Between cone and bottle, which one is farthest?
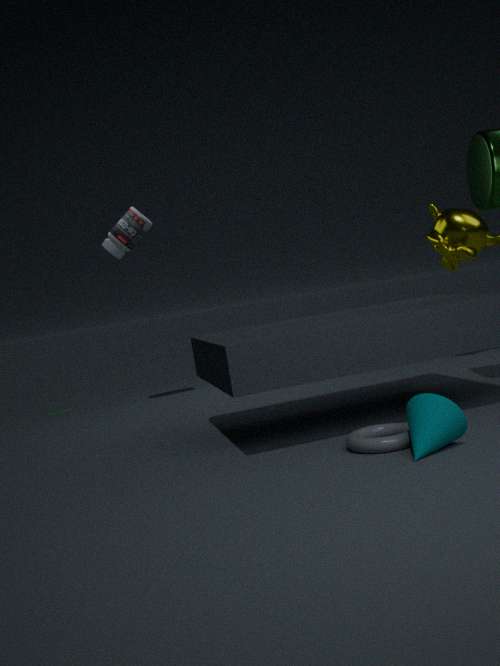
bottle
